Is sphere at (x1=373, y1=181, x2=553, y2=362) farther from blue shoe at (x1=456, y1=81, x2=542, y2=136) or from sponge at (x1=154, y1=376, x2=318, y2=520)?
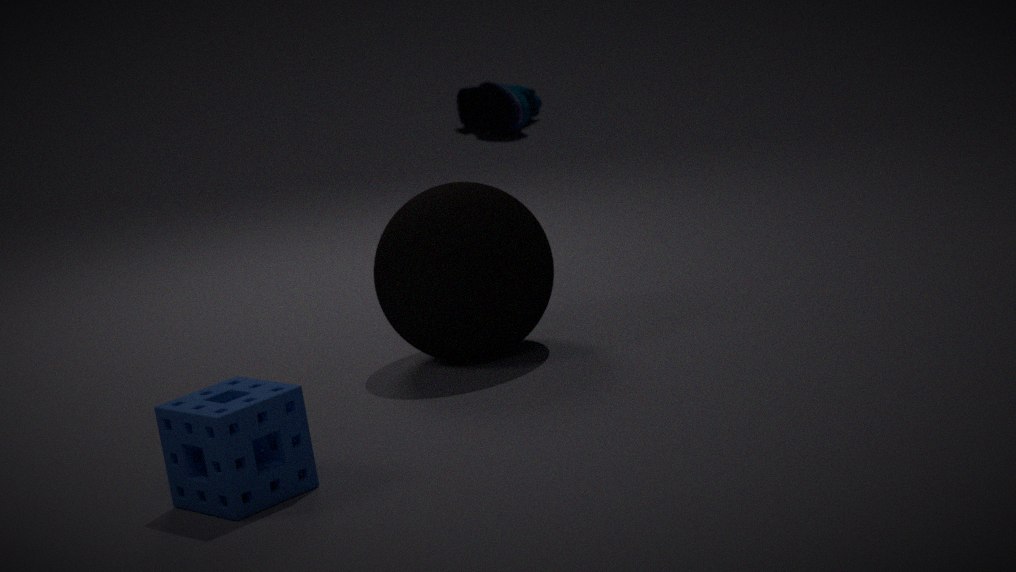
blue shoe at (x1=456, y1=81, x2=542, y2=136)
